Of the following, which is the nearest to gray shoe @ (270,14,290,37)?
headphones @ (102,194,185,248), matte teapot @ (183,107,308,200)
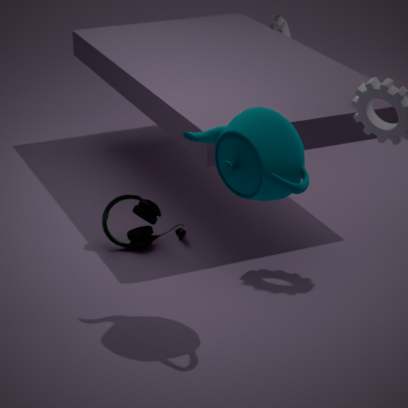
headphones @ (102,194,185,248)
